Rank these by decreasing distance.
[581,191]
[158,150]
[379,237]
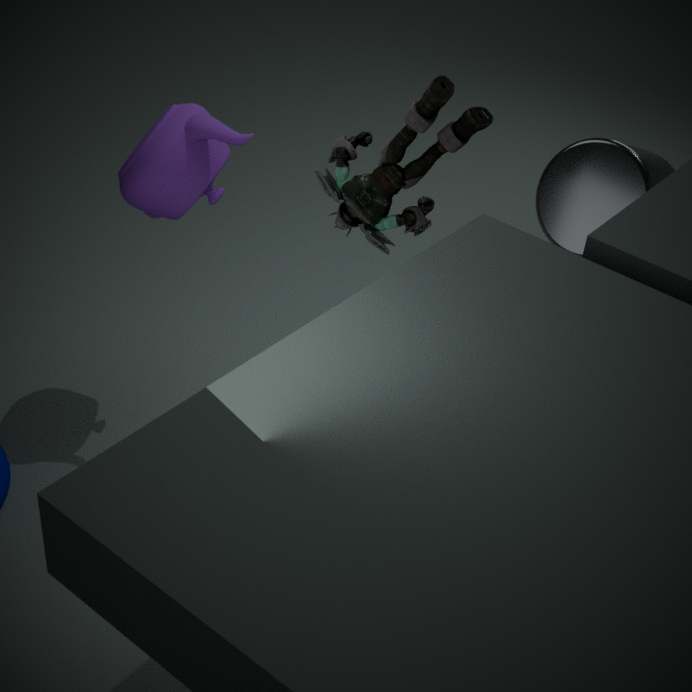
[581,191]
[379,237]
[158,150]
